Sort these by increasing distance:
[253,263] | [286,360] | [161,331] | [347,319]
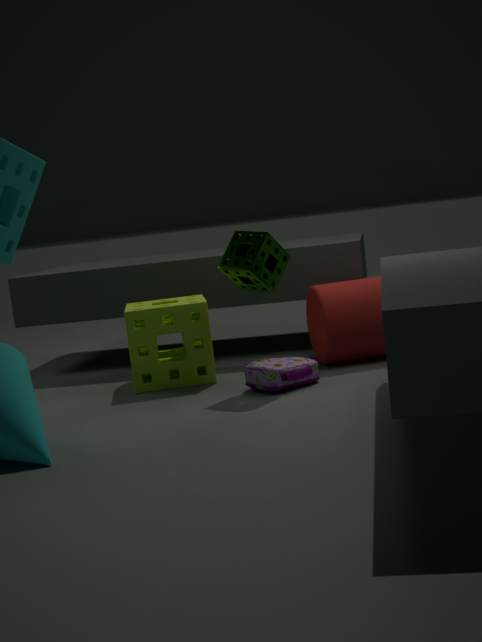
1. [253,263]
2. [286,360]
3. [161,331]
4. [347,319]
